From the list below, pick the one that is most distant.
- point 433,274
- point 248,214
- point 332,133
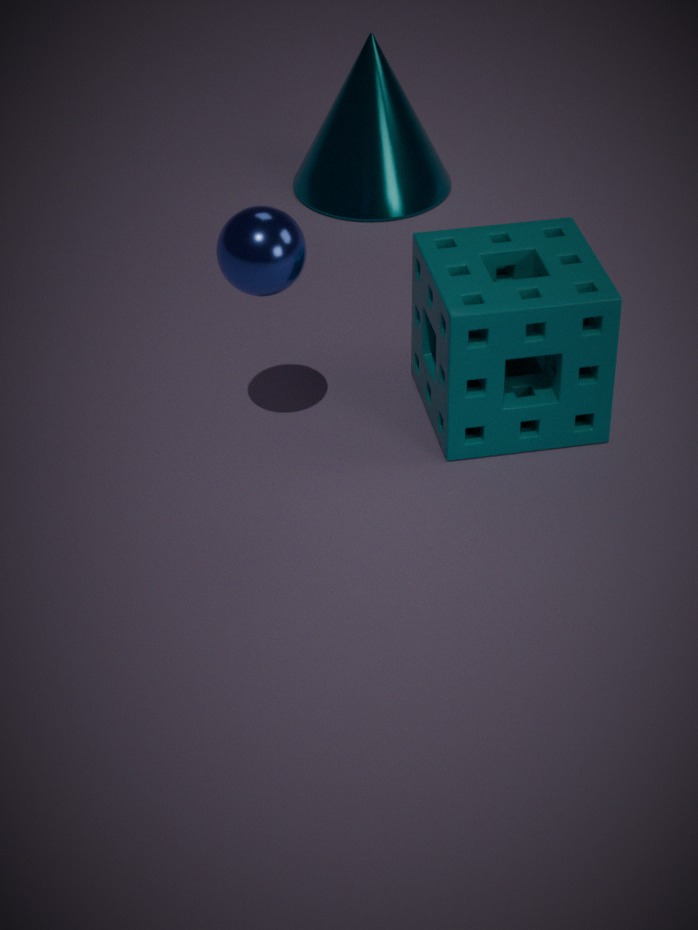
point 332,133
